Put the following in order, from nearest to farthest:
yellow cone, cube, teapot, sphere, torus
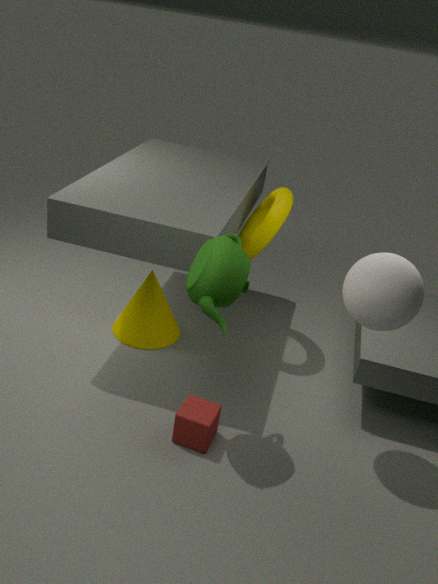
teapot < sphere < cube < torus < yellow cone
